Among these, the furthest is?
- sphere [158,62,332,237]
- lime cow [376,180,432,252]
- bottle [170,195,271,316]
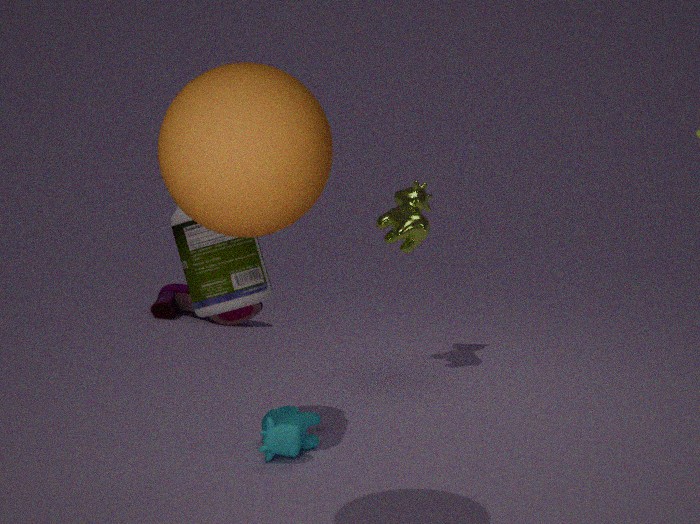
lime cow [376,180,432,252]
